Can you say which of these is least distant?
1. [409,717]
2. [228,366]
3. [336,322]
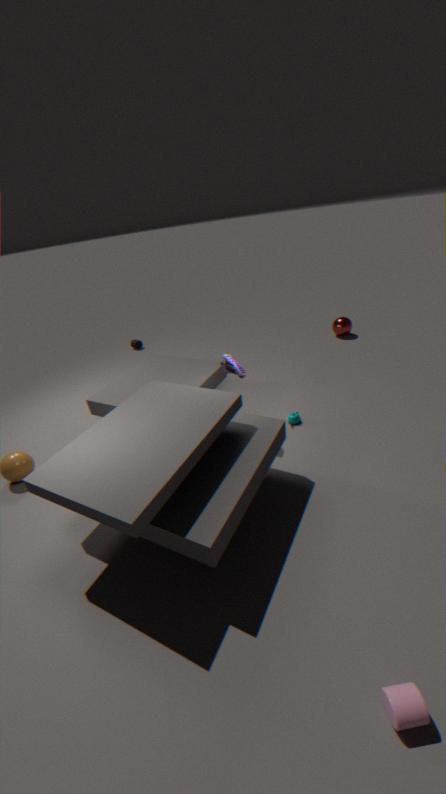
[409,717]
